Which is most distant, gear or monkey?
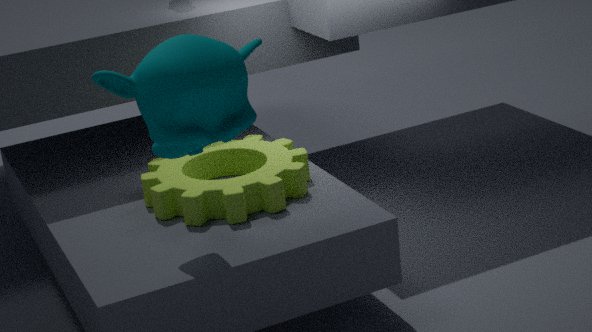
gear
